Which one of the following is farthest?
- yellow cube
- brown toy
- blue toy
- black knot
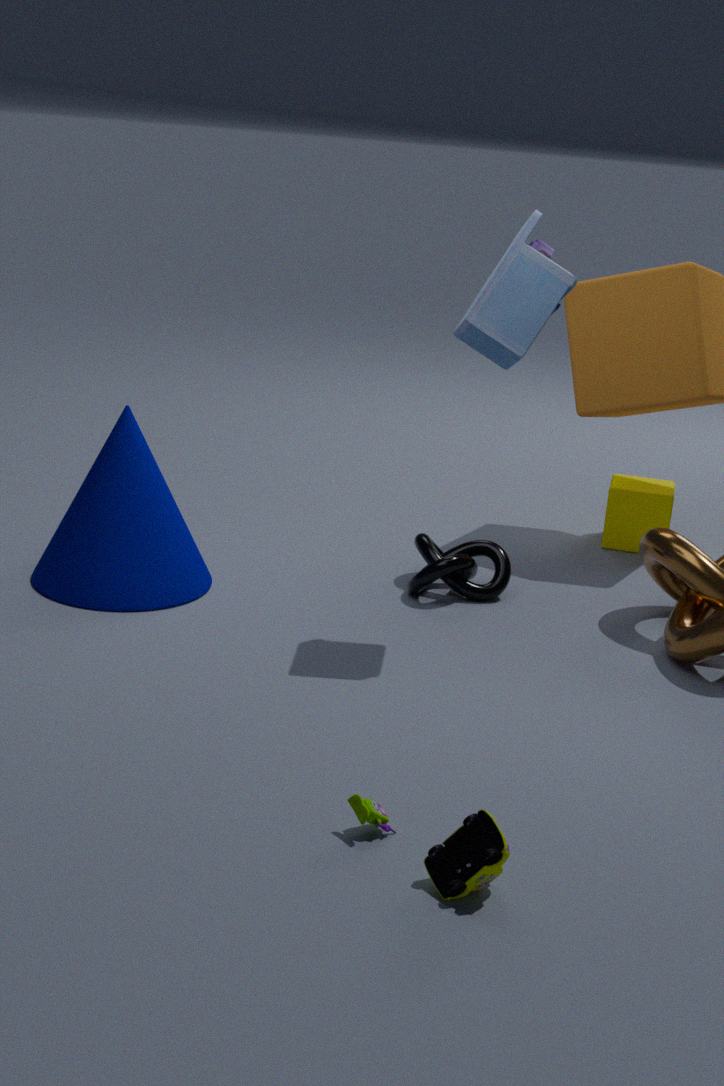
yellow cube
